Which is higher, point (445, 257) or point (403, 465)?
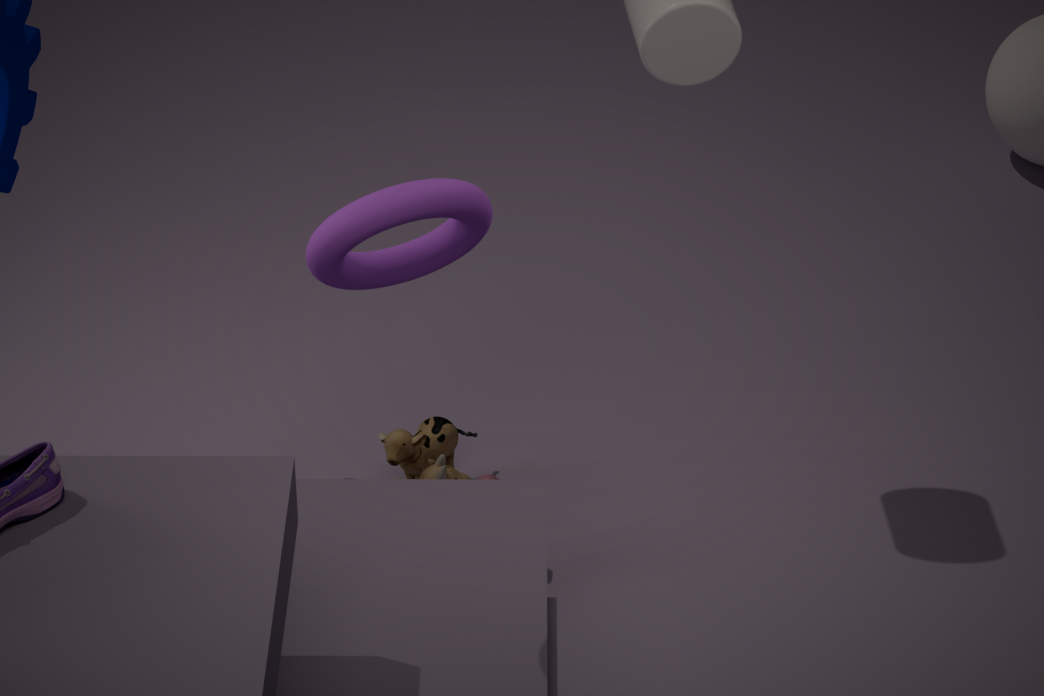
point (445, 257)
